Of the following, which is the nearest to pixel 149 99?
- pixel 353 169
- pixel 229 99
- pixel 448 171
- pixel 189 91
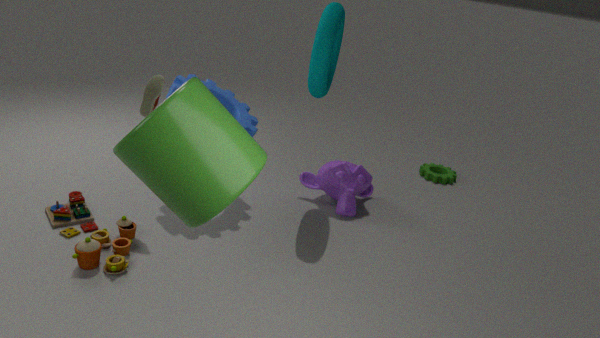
pixel 229 99
